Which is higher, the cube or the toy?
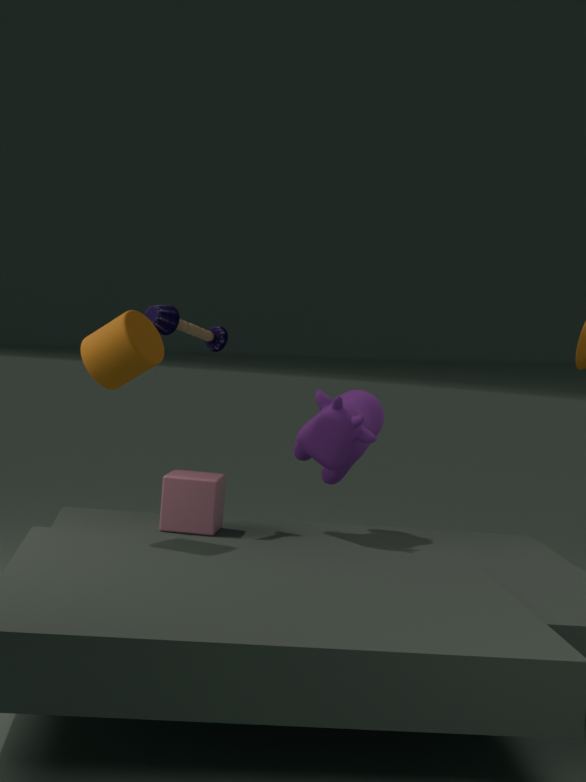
the toy
